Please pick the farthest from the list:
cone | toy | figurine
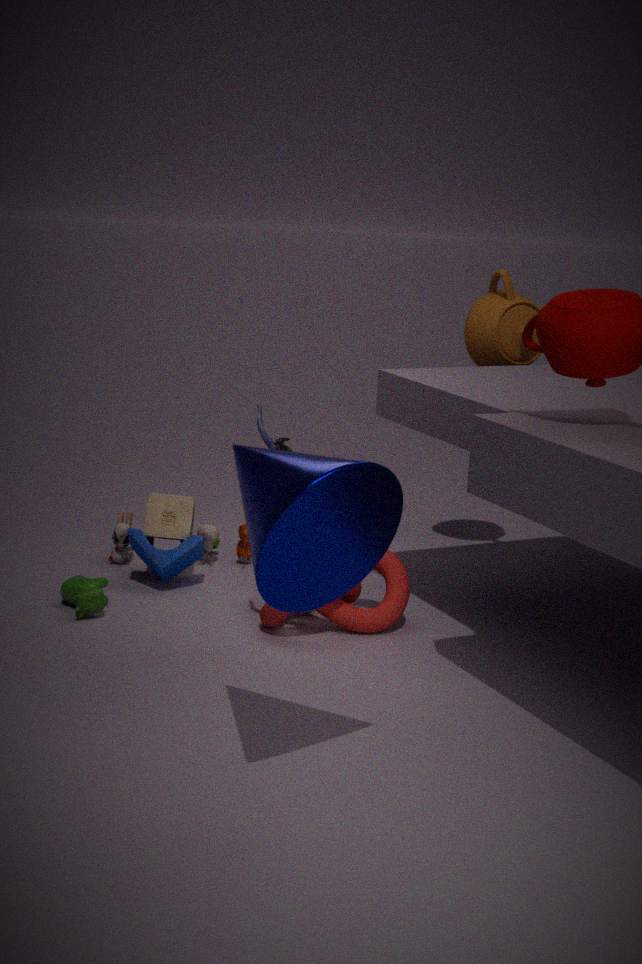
toy
